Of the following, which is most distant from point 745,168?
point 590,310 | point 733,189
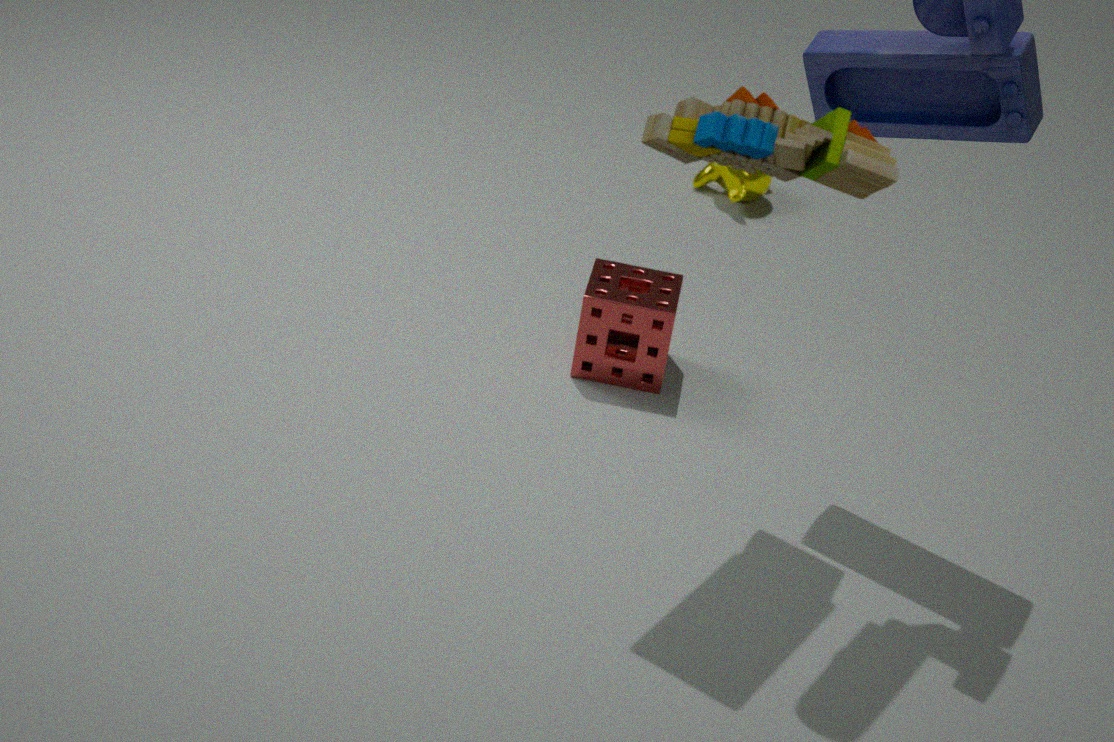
point 733,189
